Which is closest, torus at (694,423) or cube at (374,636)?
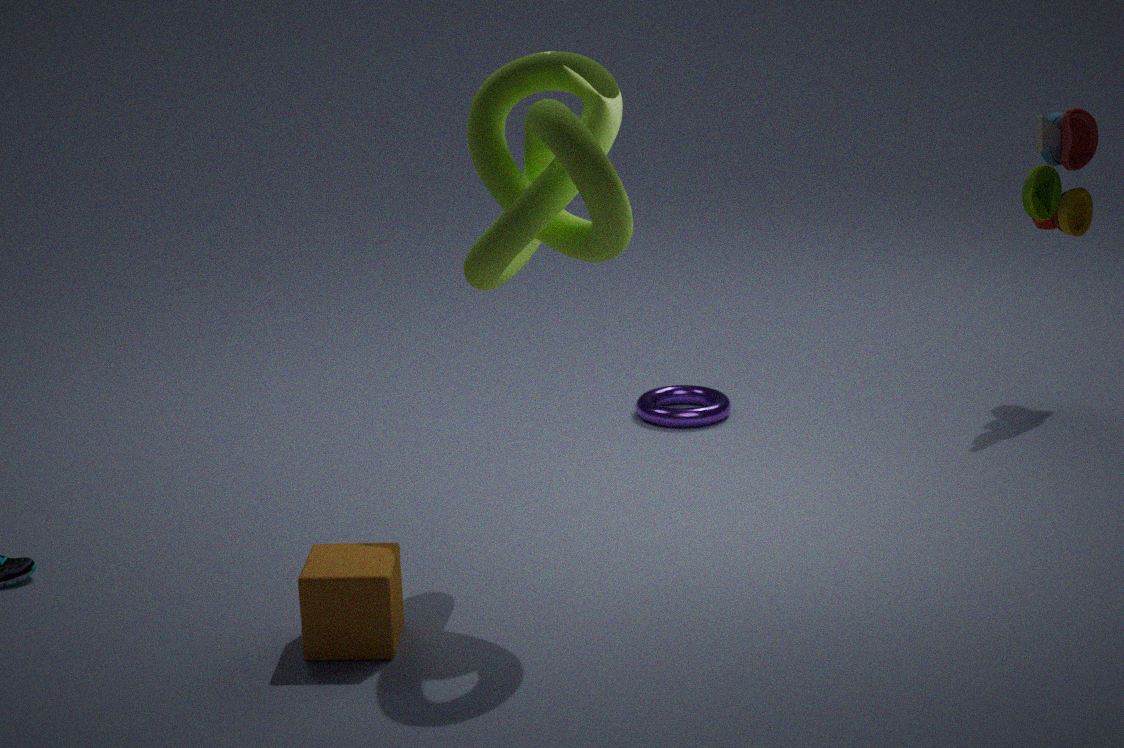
cube at (374,636)
